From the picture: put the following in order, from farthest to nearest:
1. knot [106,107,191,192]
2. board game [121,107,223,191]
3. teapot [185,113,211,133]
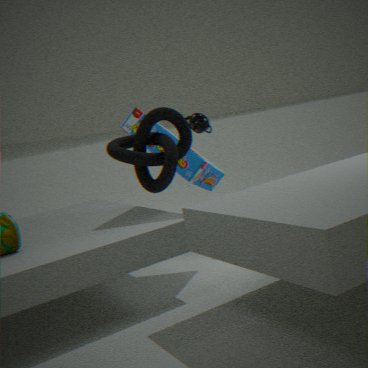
teapot [185,113,211,133] → board game [121,107,223,191] → knot [106,107,191,192]
